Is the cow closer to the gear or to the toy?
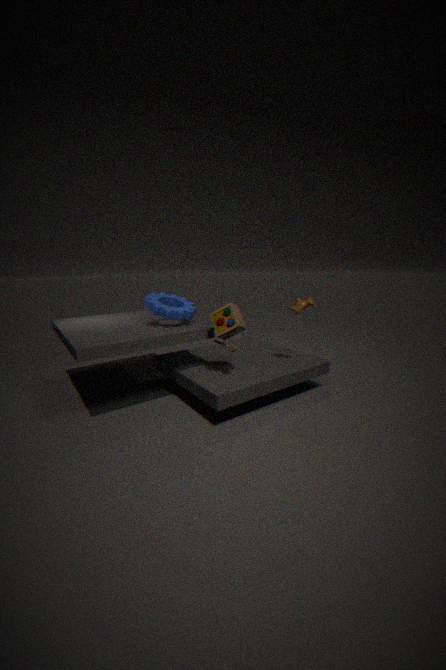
the toy
